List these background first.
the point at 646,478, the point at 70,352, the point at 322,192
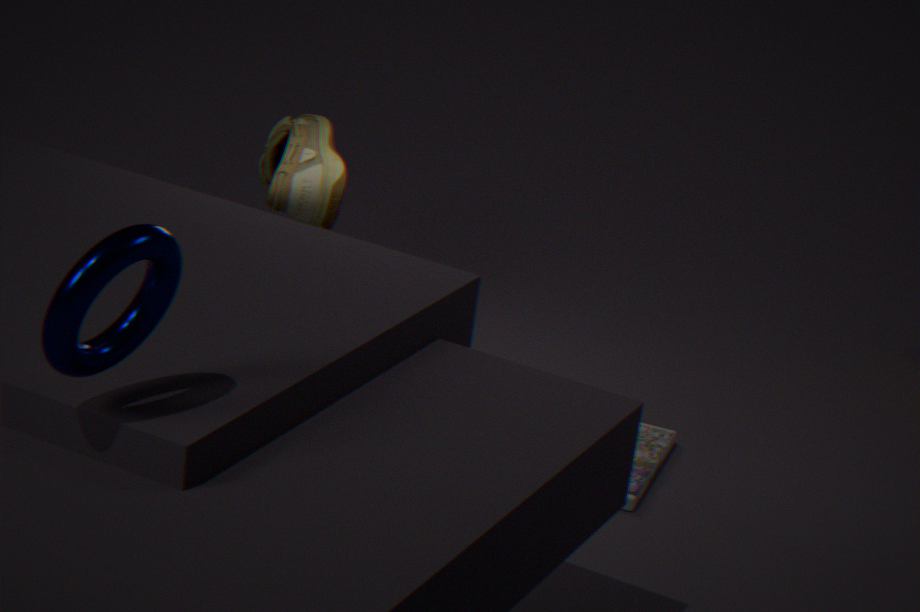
the point at 322,192
the point at 646,478
the point at 70,352
